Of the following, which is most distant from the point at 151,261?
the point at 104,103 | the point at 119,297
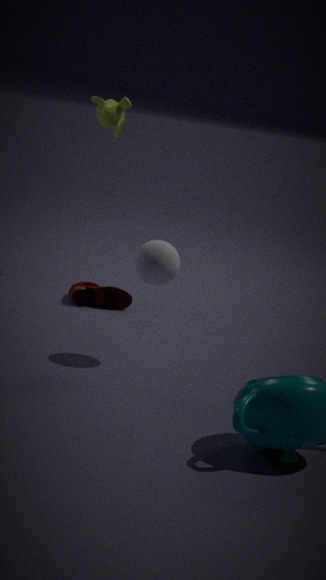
the point at 104,103
